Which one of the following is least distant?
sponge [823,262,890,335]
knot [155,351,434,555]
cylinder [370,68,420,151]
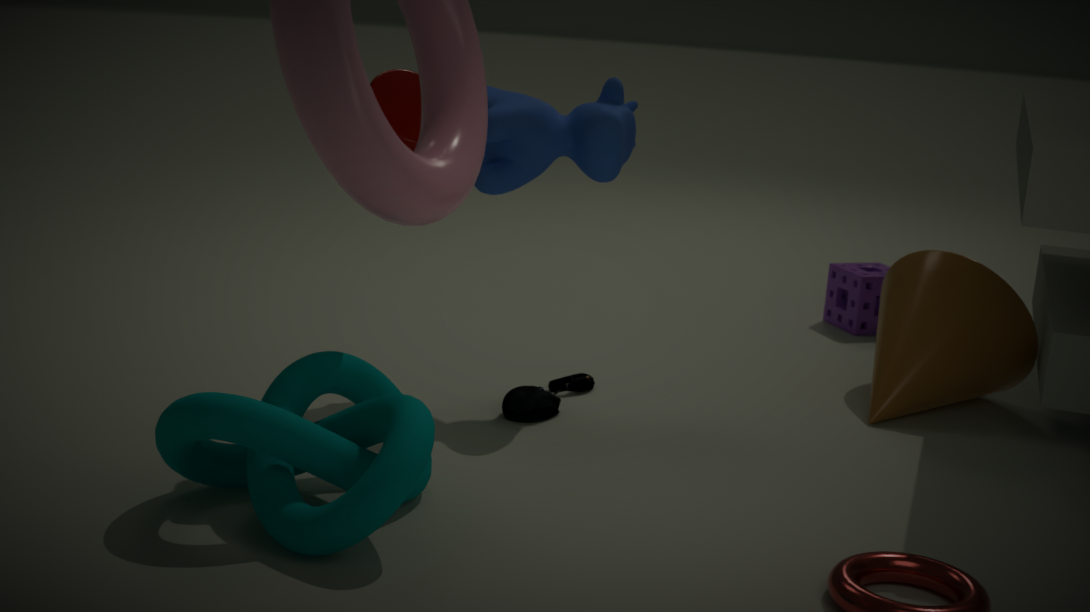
knot [155,351,434,555]
